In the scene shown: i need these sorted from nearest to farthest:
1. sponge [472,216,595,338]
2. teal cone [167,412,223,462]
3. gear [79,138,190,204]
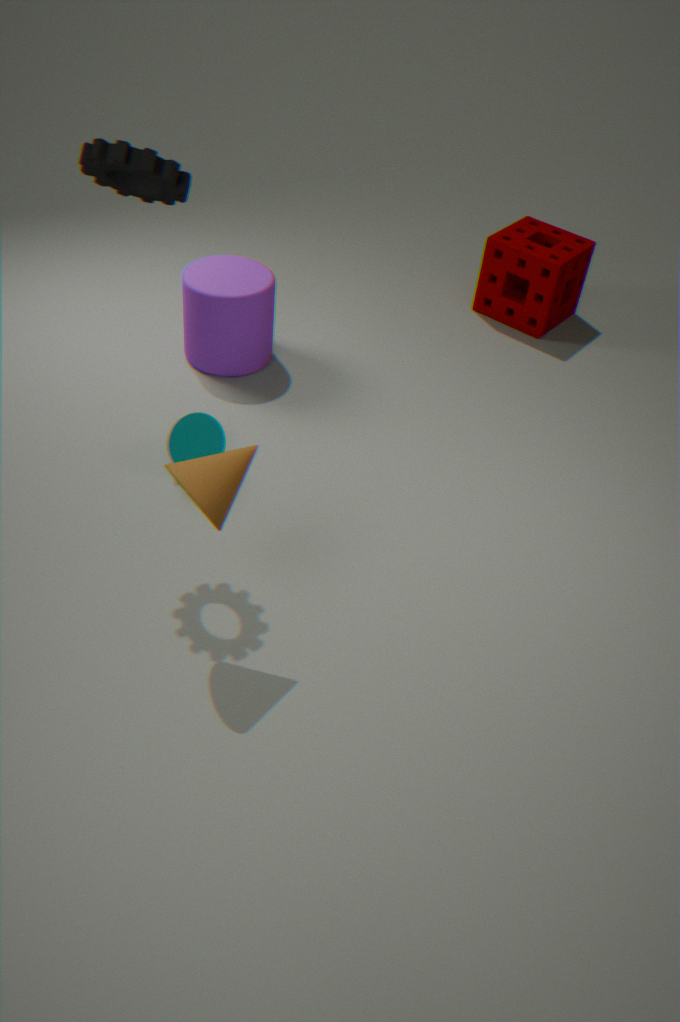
gear [79,138,190,204] → teal cone [167,412,223,462] → sponge [472,216,595,338]
